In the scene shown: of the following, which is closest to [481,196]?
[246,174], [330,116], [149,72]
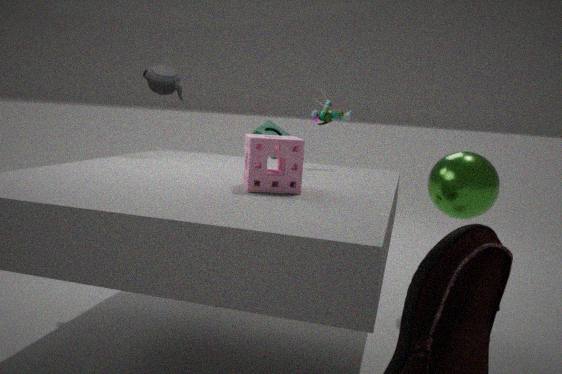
[330,116]
